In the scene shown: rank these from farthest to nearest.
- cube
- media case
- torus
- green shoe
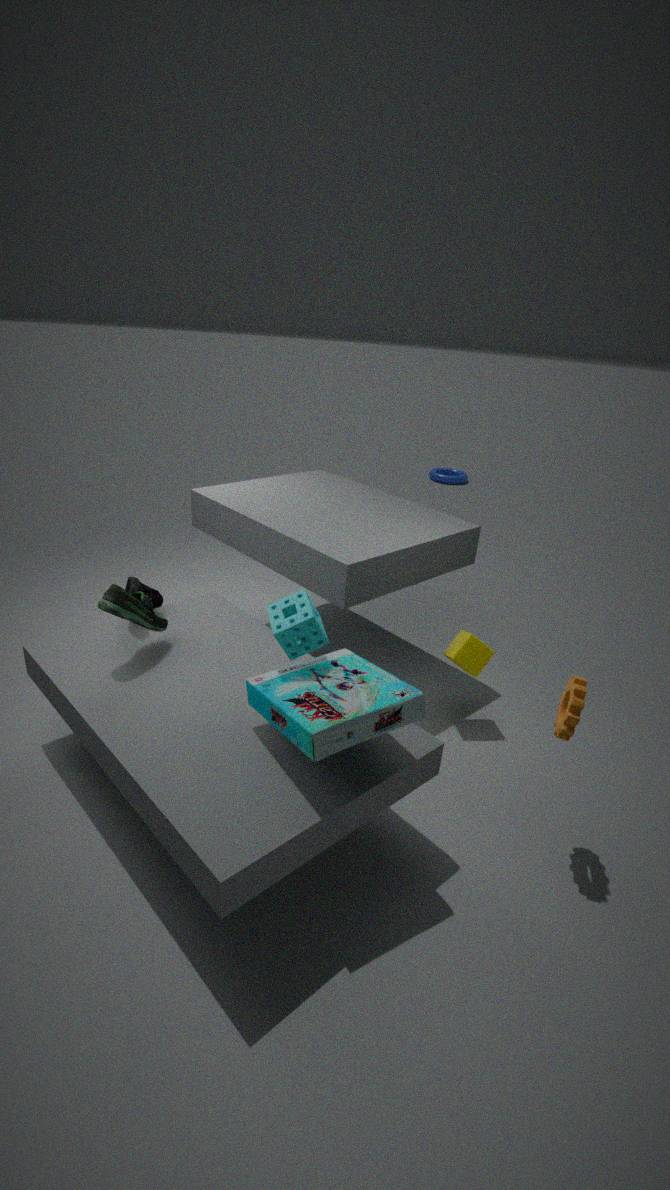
torus, cube, green shoe, media case
